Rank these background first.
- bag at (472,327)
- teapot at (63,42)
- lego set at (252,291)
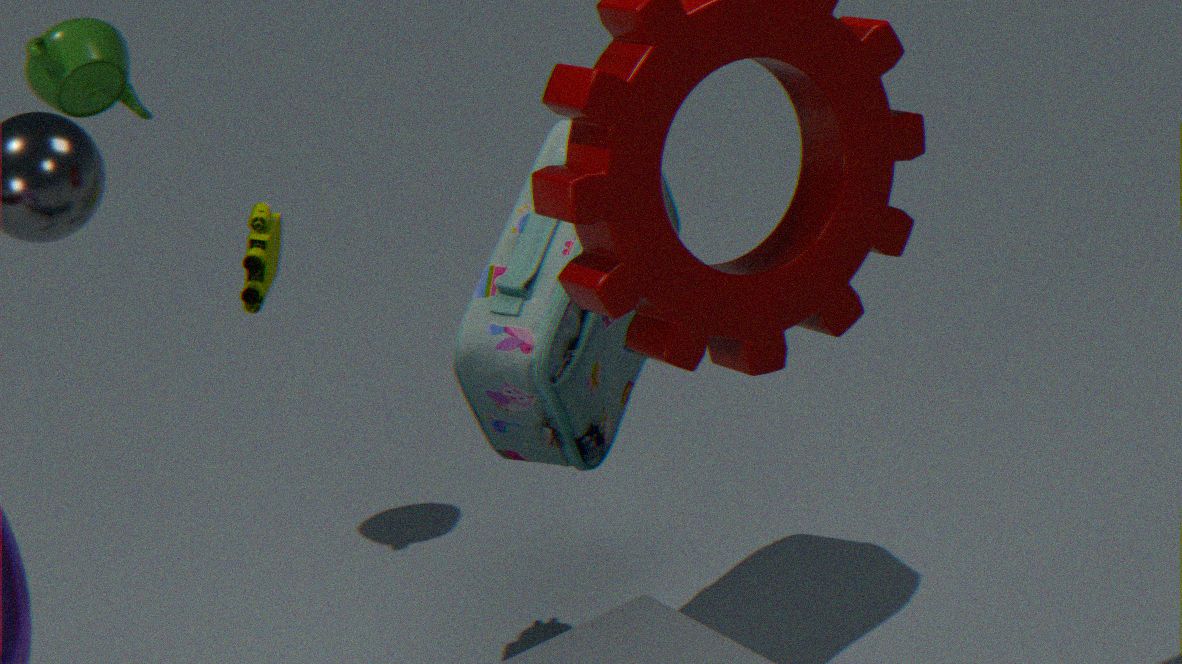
teapot at (63,42) < lego set at (252,291) < bag at (472,327)
